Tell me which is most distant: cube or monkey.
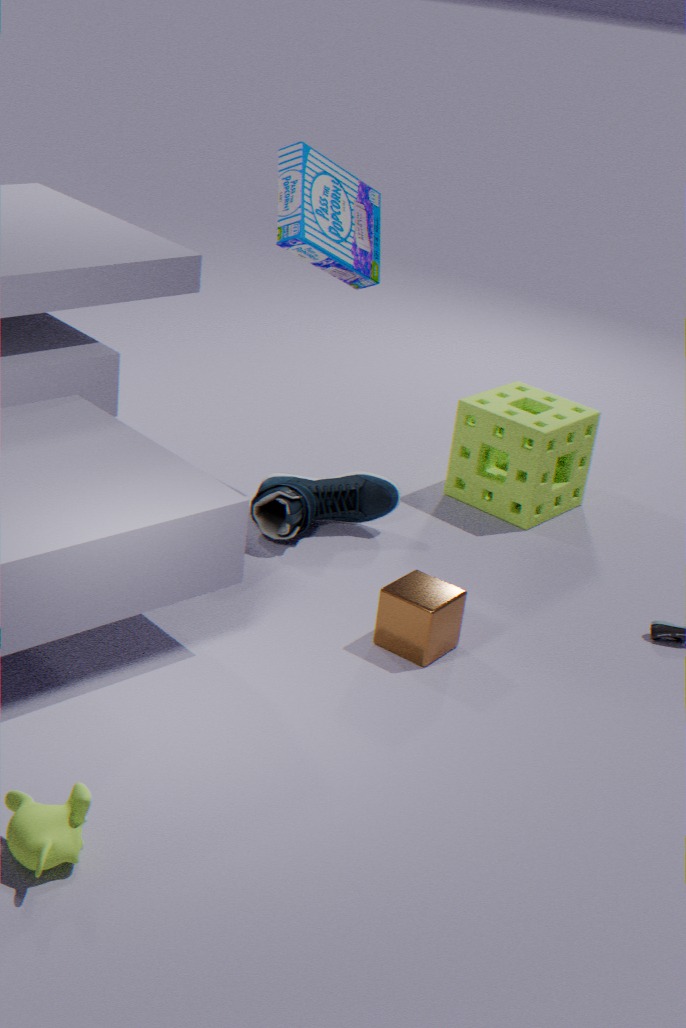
cube
